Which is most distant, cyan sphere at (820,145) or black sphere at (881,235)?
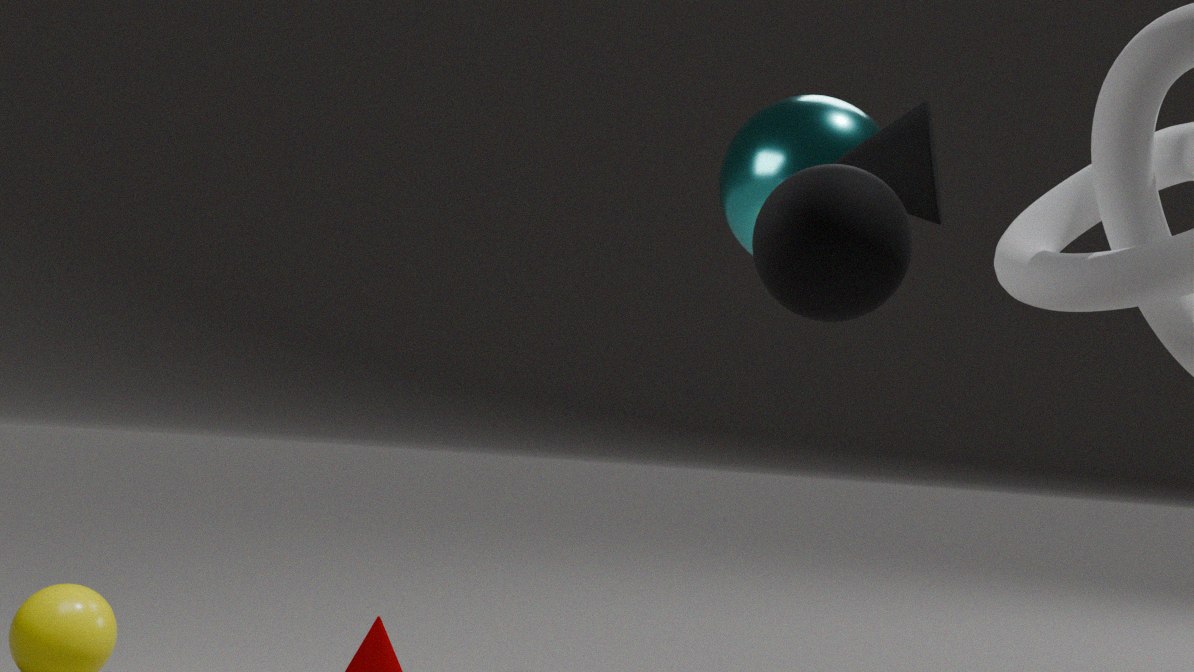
cyan sphere at (820,145)
